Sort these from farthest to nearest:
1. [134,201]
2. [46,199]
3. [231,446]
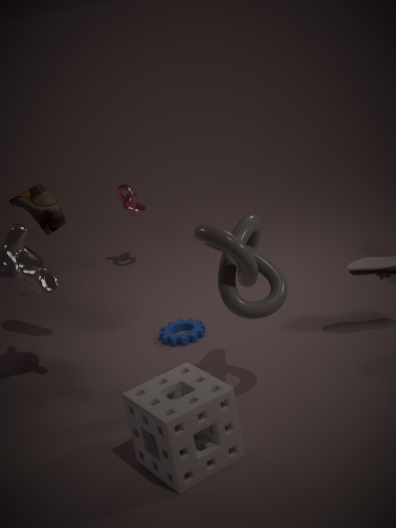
[134,201] < [46,199] < [231,446]
